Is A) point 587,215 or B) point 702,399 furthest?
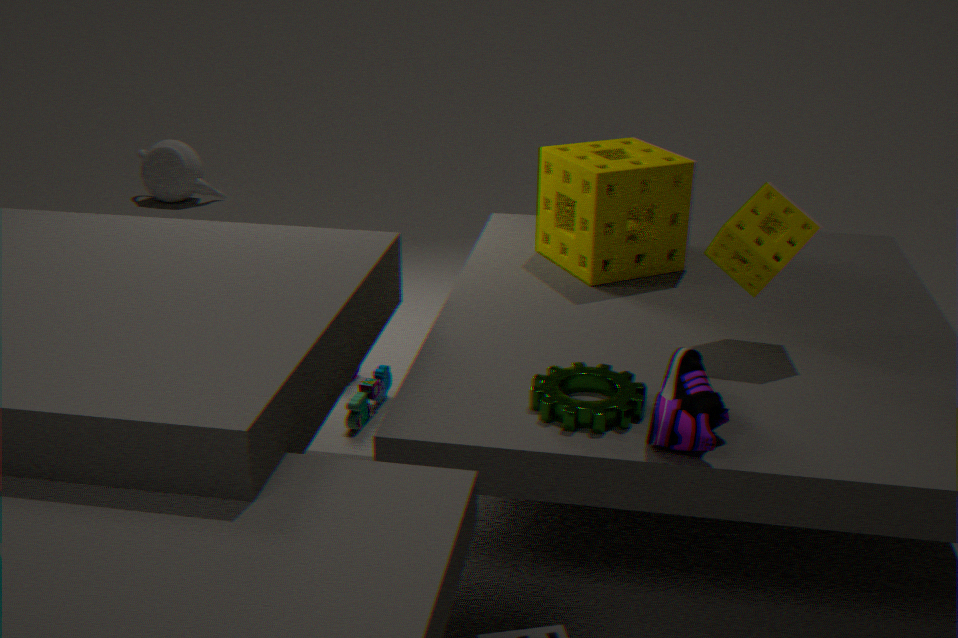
A. point 587,215
